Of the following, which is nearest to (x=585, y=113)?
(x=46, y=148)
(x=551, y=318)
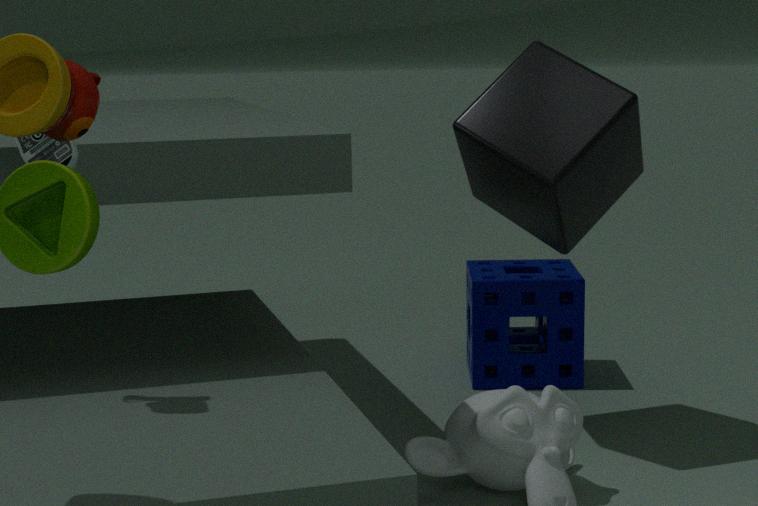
(x=551, y=318)
